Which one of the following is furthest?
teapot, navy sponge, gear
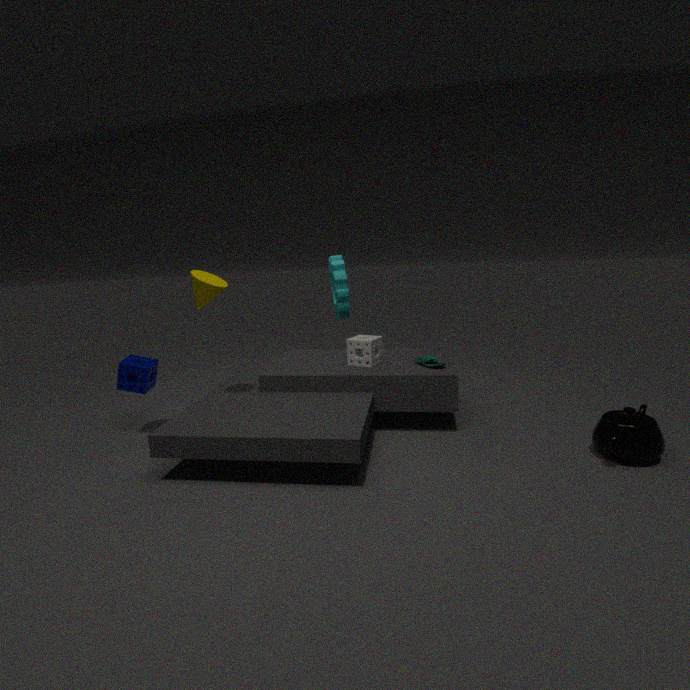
gear
